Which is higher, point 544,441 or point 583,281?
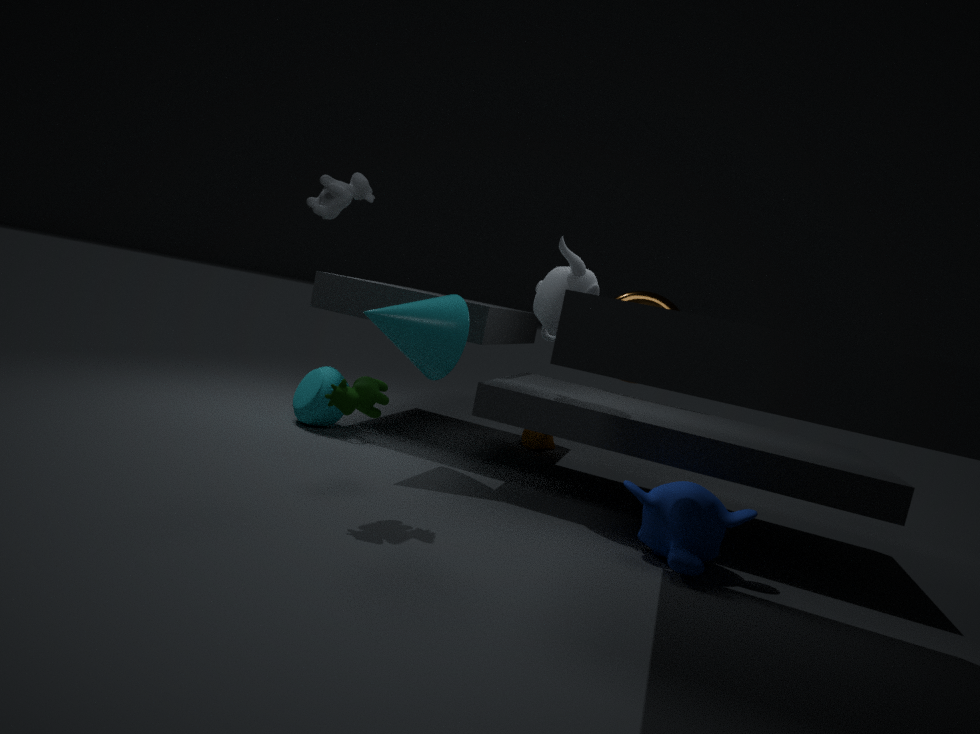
point 583,281
